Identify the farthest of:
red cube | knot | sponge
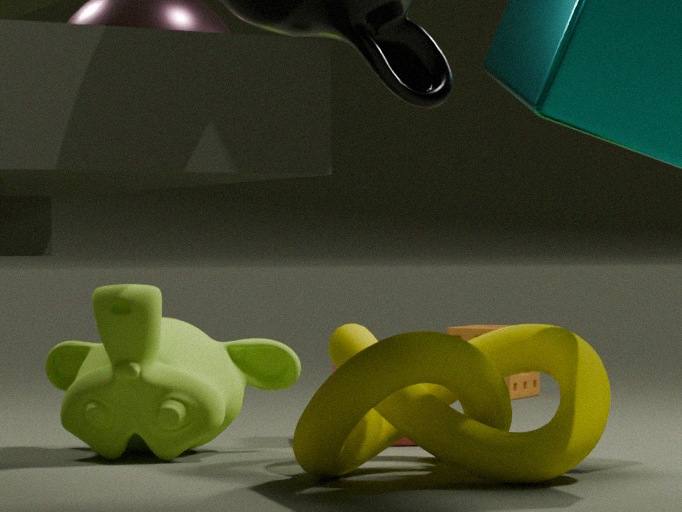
sponge
